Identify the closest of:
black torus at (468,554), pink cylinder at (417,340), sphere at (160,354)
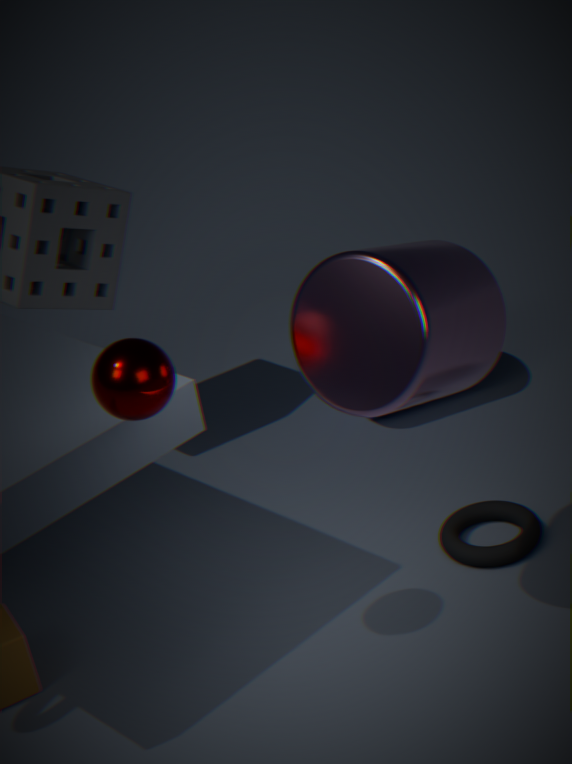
pink cylinder at (417,340)
